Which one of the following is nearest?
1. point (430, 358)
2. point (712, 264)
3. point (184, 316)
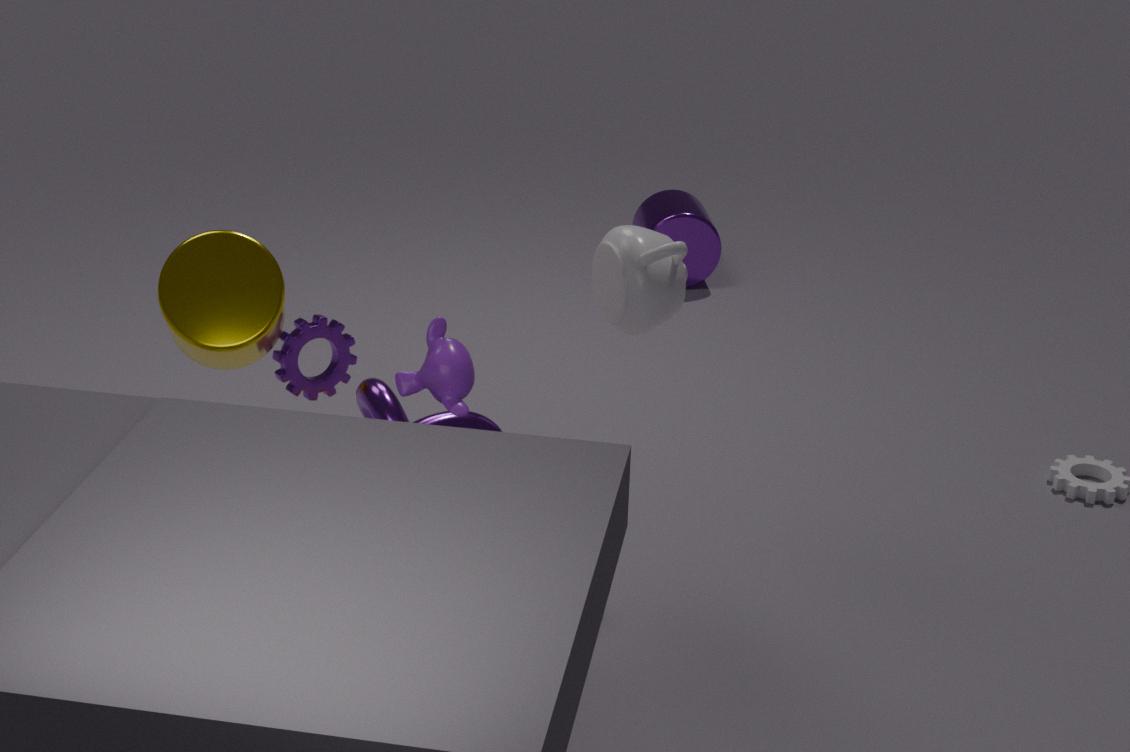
point (430, 358)
